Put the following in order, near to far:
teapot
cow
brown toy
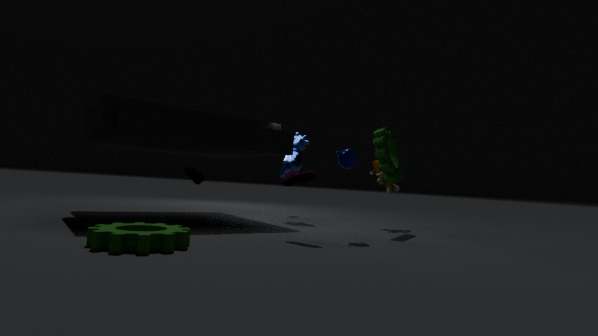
teapot → brown toy → cow
